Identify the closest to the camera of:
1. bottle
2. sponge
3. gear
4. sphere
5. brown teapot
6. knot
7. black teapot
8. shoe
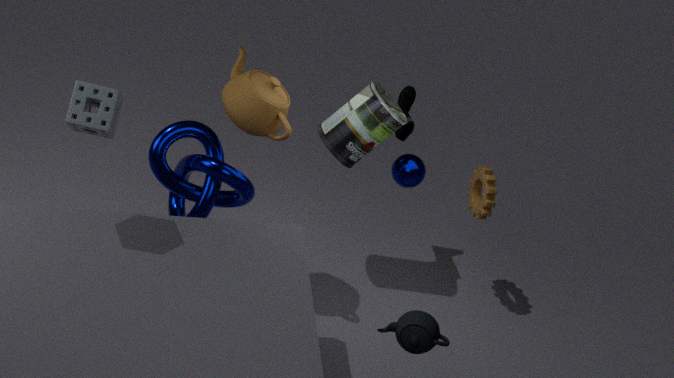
black teapot
